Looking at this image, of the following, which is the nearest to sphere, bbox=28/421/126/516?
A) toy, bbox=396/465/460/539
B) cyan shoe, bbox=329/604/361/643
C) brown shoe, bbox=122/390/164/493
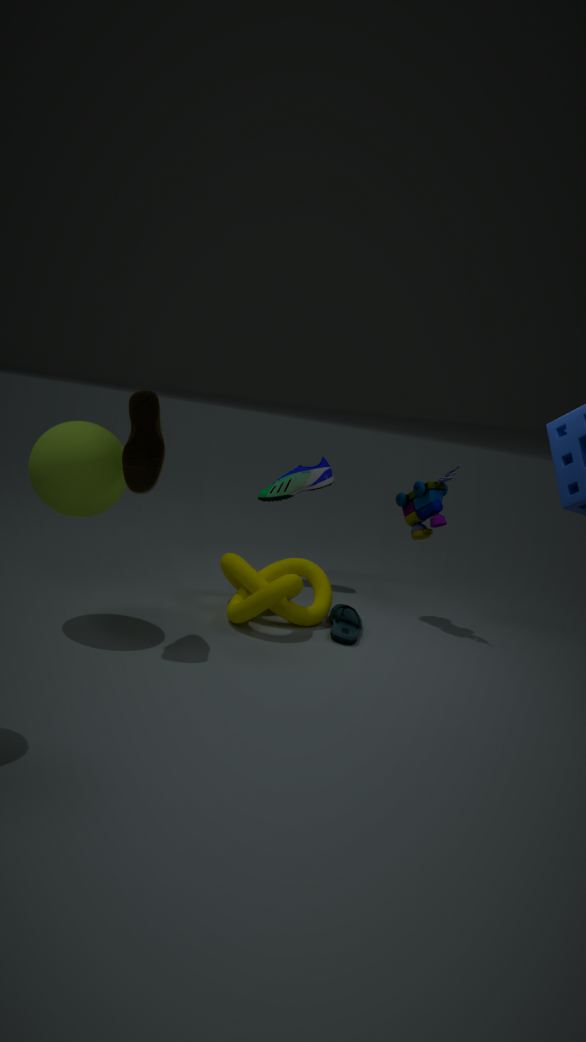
brown shoe, bbox=122/390/164/493
